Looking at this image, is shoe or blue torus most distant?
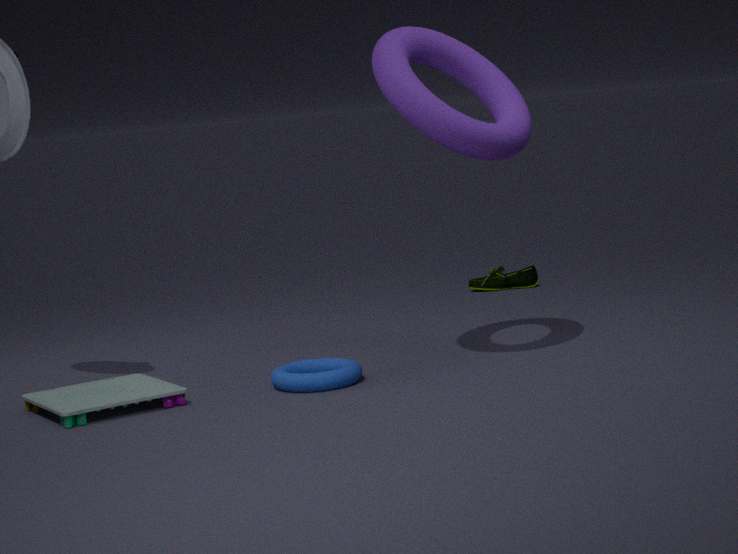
shoe
